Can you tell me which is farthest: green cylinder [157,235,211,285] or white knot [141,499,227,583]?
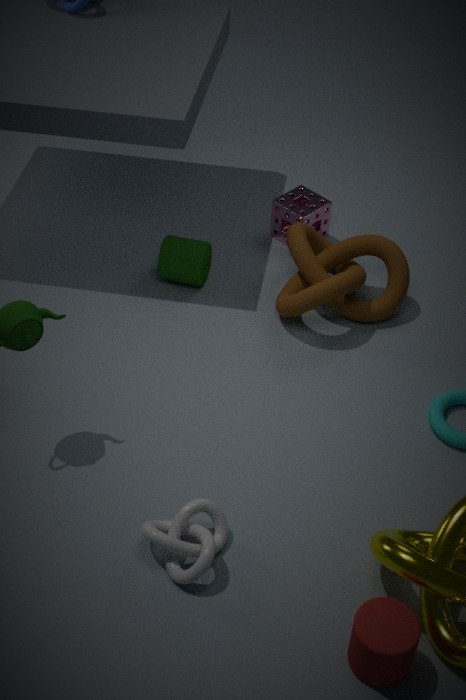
green cylinder [157,235,211,285]
